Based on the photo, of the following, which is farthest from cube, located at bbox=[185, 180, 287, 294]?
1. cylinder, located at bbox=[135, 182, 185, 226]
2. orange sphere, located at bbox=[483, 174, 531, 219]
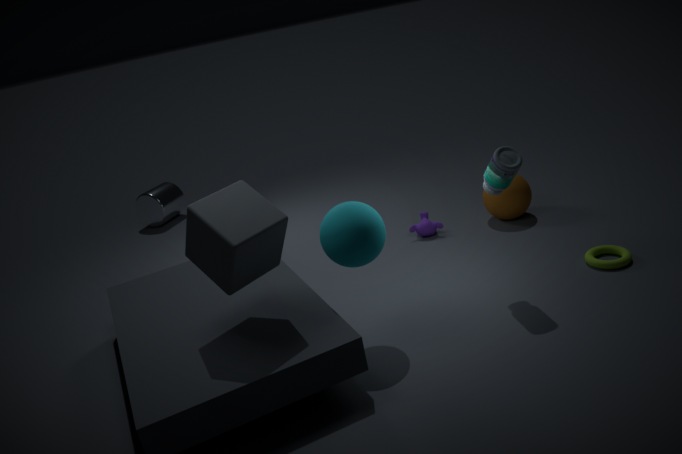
cylinder, located at bbox=[135, 182, 185, 226]
